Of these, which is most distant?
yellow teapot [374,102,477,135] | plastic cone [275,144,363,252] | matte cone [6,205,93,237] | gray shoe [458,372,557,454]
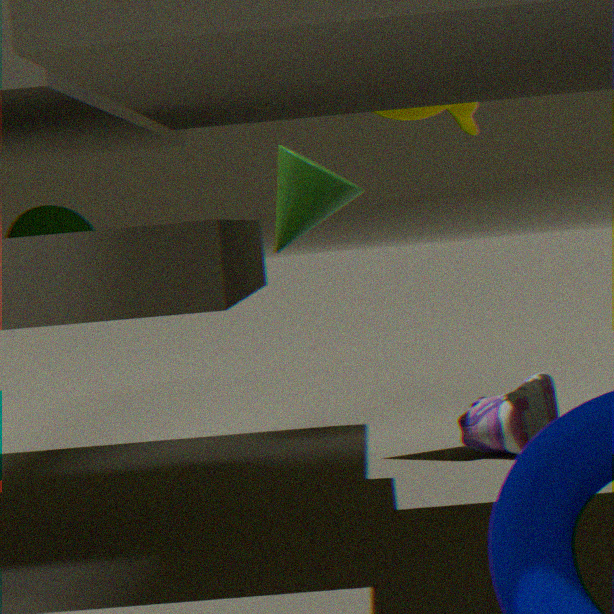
matte cone [6,205,93,237]
